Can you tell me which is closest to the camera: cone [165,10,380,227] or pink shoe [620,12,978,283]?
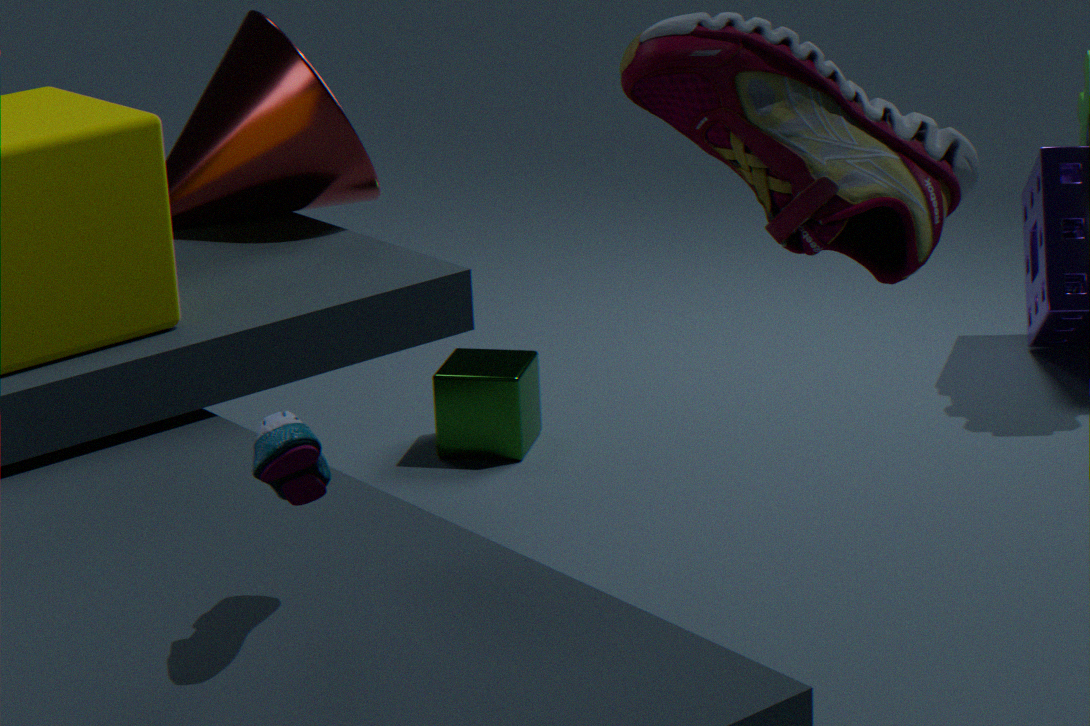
pink shoe [620,12,978,283]
